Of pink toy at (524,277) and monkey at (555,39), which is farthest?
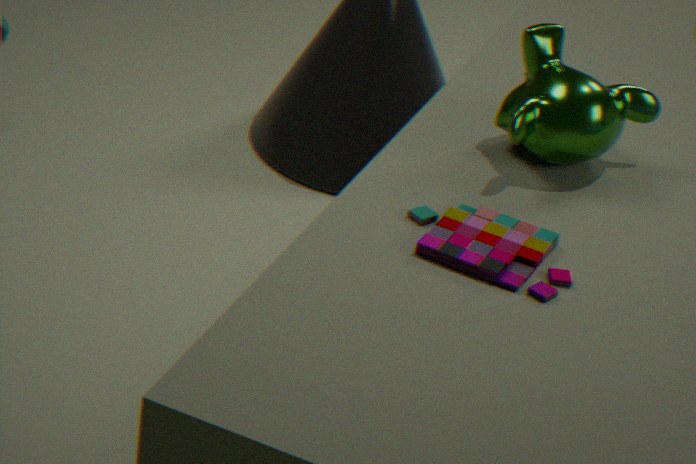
monkey at (555,39)
